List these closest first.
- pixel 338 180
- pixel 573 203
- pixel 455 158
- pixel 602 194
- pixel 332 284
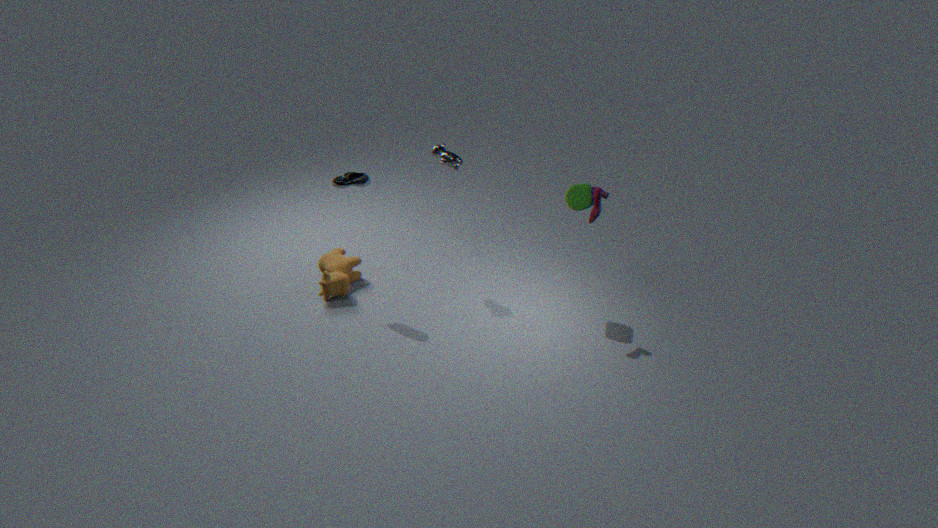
pixel 602 194 → pixel 338 180 → pixel 573 203 → pixel 455 158 → pixel 332 284
